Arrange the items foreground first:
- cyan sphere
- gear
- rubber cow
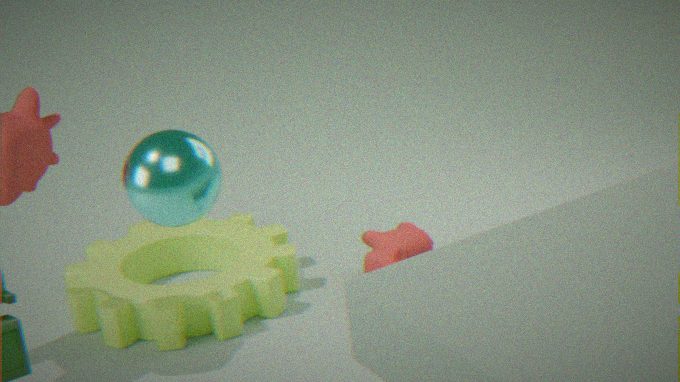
cyan sphere < gear < rubber cow
